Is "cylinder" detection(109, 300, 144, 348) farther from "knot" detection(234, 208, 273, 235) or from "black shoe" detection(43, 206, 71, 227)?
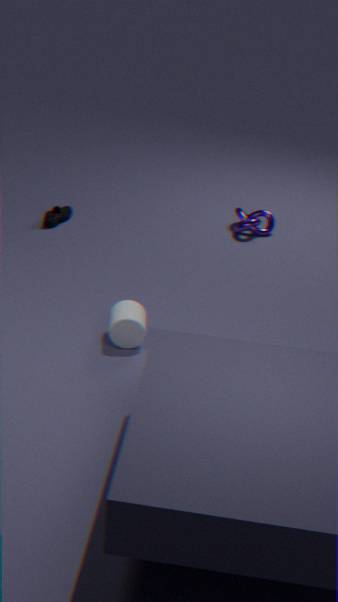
"knot" detection(234, 208, 273, 235)
